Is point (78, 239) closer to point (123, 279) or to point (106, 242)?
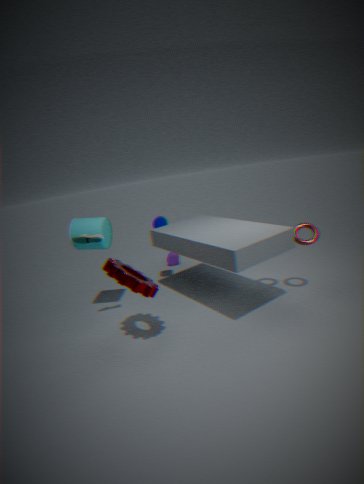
point (106, 242)
